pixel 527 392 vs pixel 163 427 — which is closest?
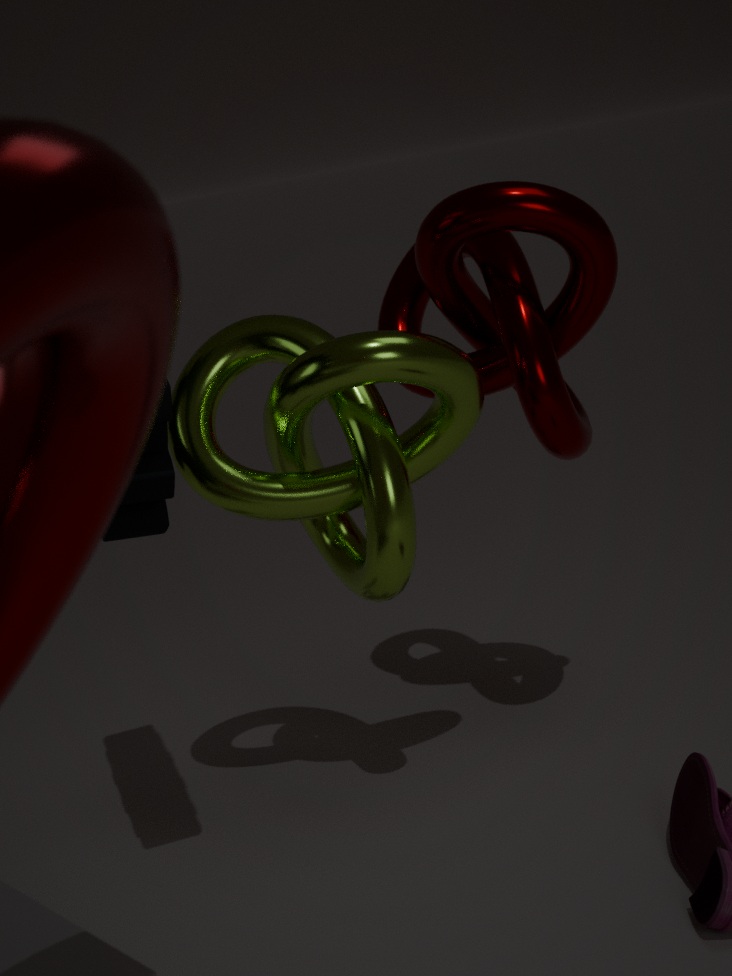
pixel 163 427
